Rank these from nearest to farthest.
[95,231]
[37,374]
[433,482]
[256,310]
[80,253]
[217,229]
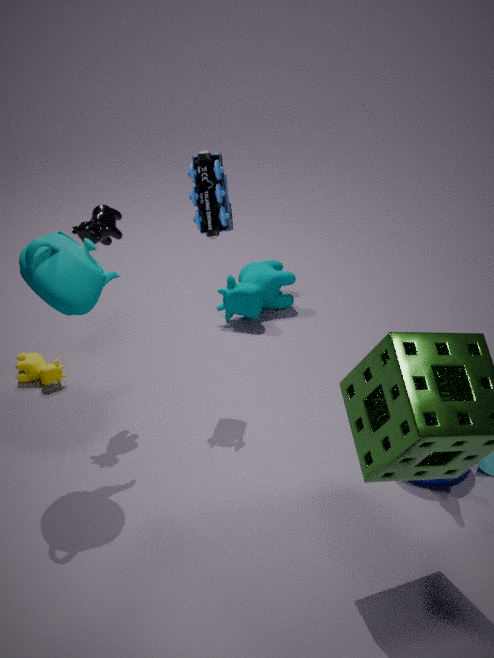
[80,253], [433,482], [95,231], [217,229], [37,374], [256,310]
